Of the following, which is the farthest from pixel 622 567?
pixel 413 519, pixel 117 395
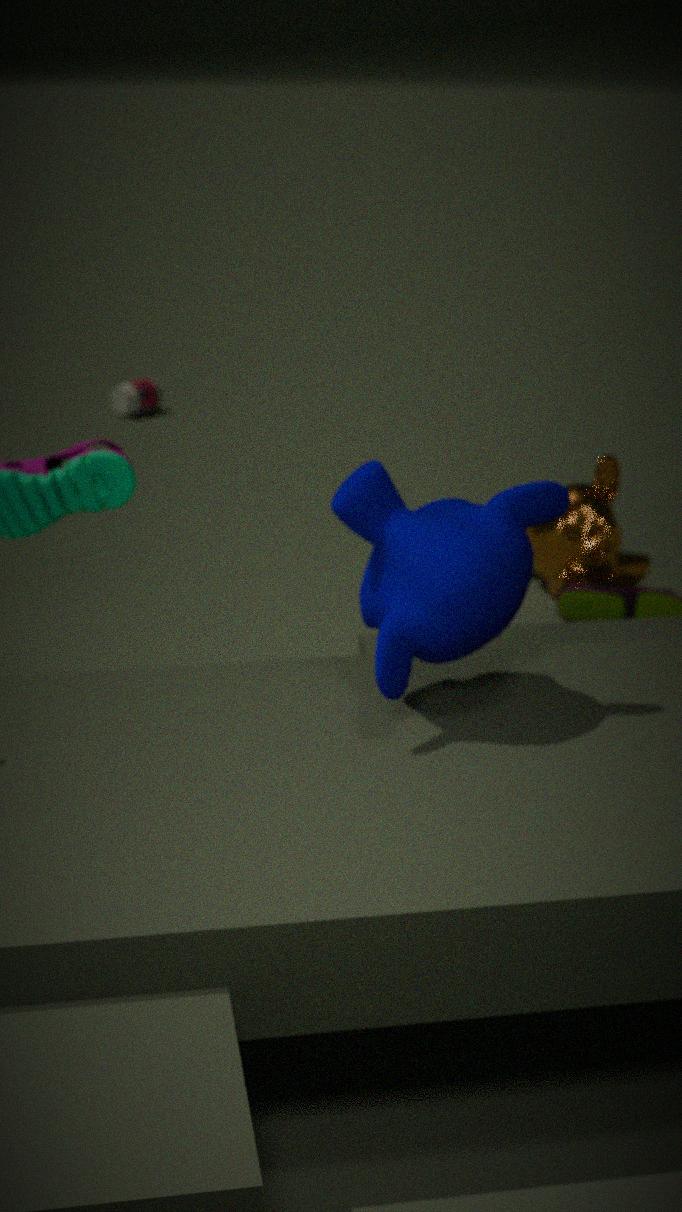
pixel 117 395
